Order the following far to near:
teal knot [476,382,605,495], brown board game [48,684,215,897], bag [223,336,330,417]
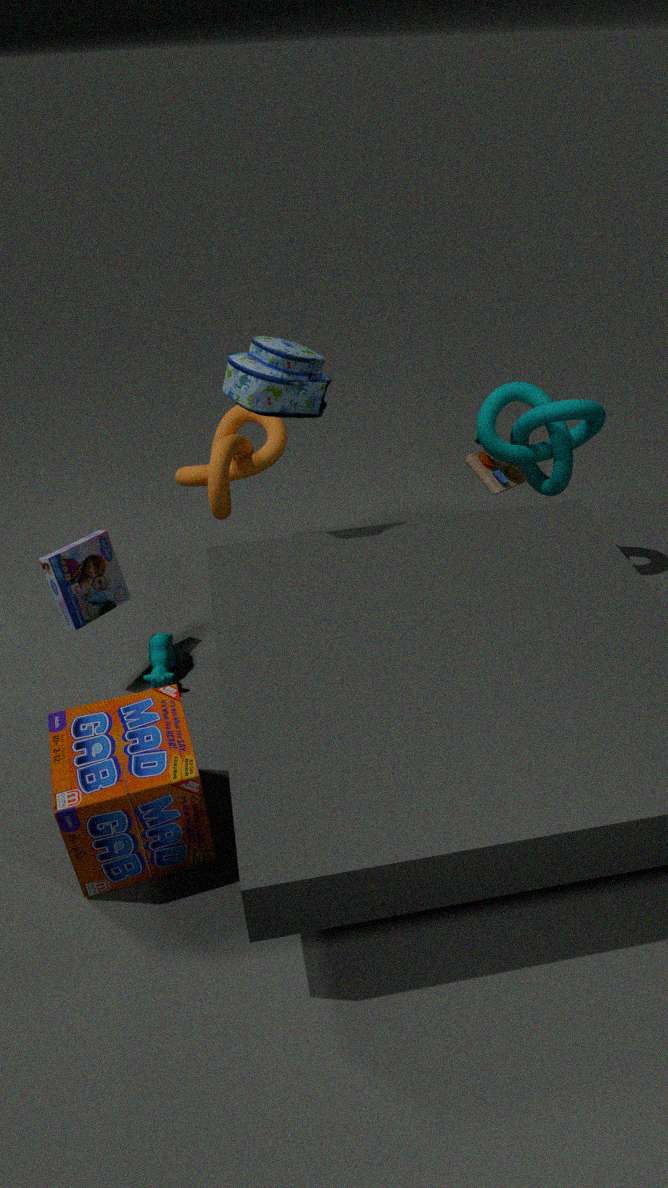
teal knot [476,382,605,495]
bag [223,336,330,417]
brown board game [48,684,215,897]
